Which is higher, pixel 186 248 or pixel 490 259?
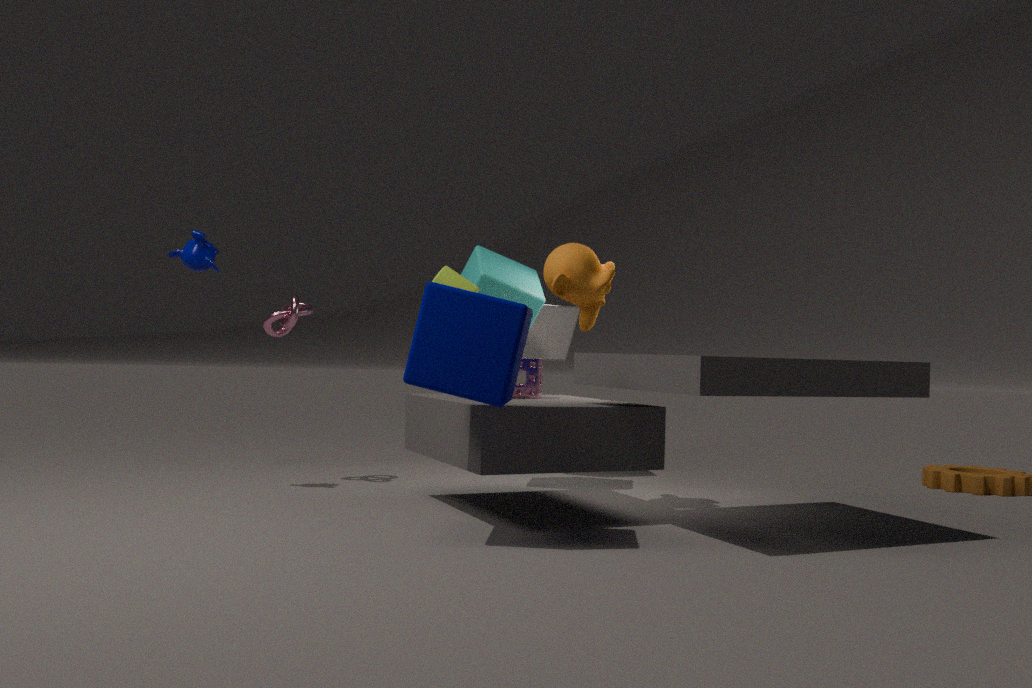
pixel 186 248
